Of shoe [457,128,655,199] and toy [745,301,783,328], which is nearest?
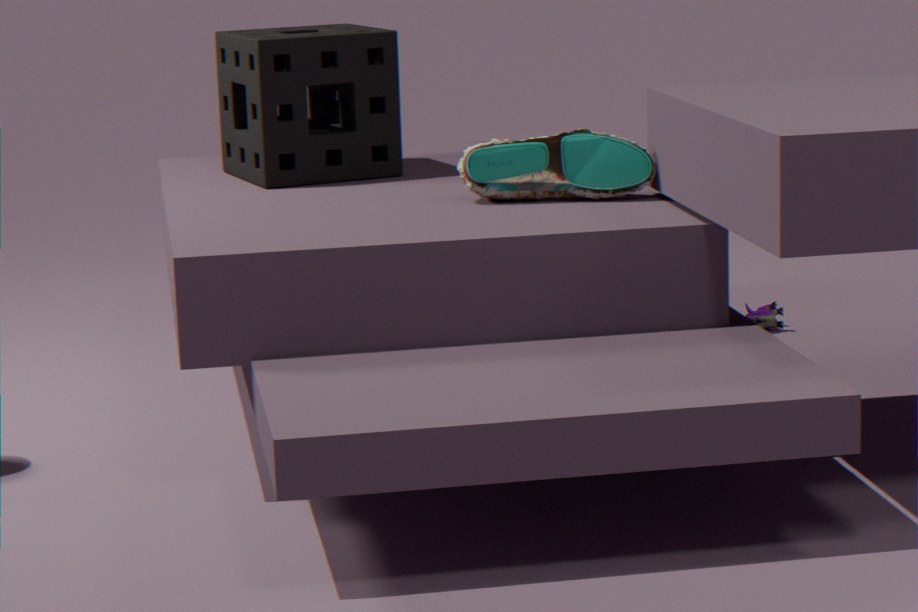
shoe [457,128,655,199]
